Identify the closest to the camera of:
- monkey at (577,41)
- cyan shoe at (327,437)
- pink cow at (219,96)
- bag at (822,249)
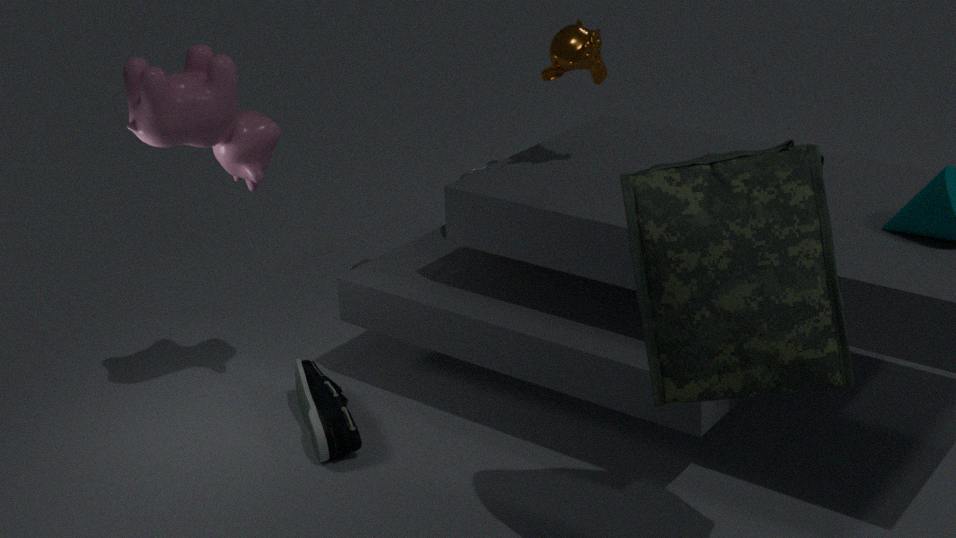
bag at (822,249)
